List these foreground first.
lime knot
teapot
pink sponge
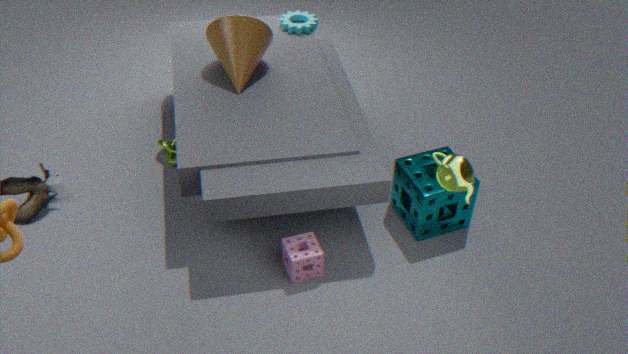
teapot → pink sponge → lime knot
